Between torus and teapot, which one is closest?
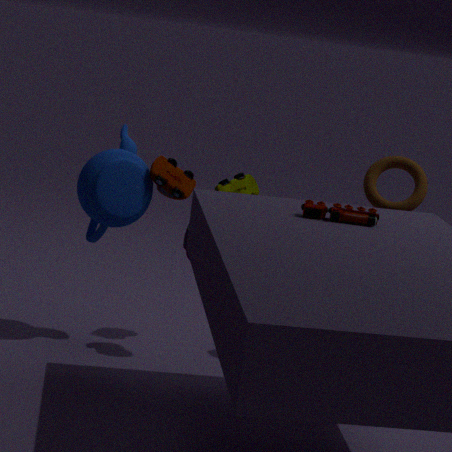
teapot
